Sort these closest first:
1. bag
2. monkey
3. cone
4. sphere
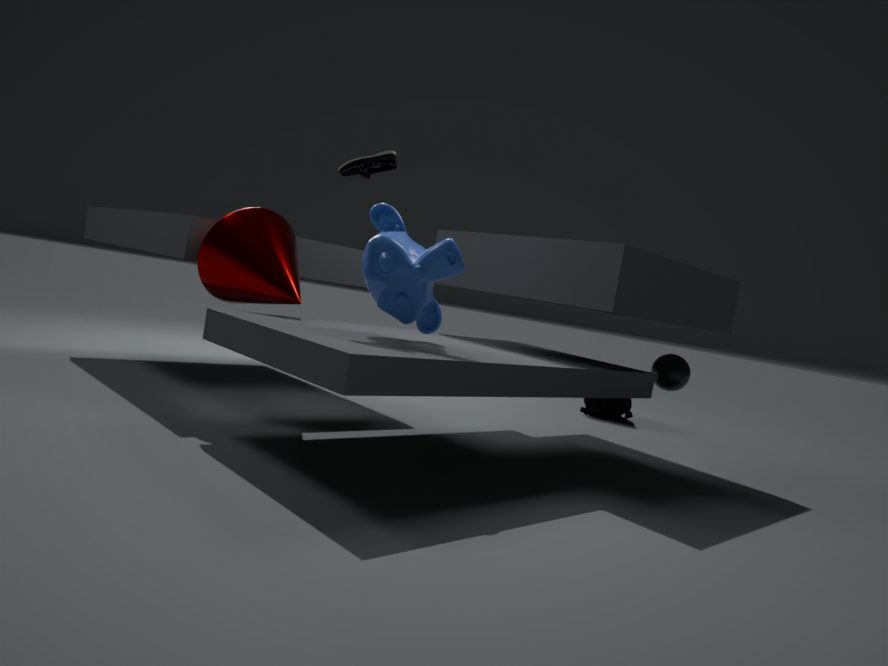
monkey, cone, sphere, bag
